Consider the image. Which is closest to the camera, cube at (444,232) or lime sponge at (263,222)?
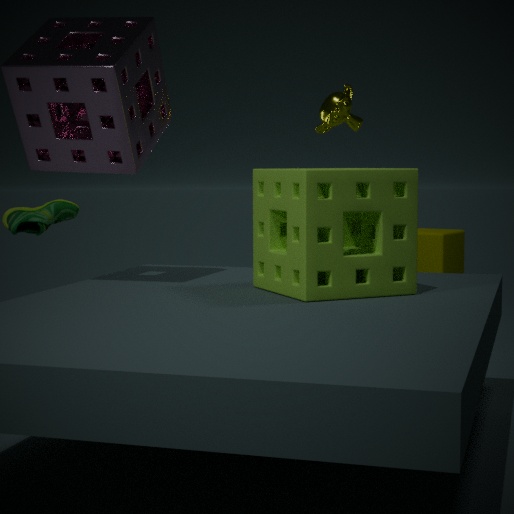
lime sponge at (263,222)
